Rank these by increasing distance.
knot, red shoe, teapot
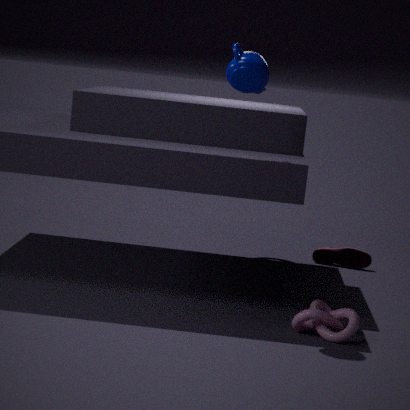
teapot < knot < red shoe
